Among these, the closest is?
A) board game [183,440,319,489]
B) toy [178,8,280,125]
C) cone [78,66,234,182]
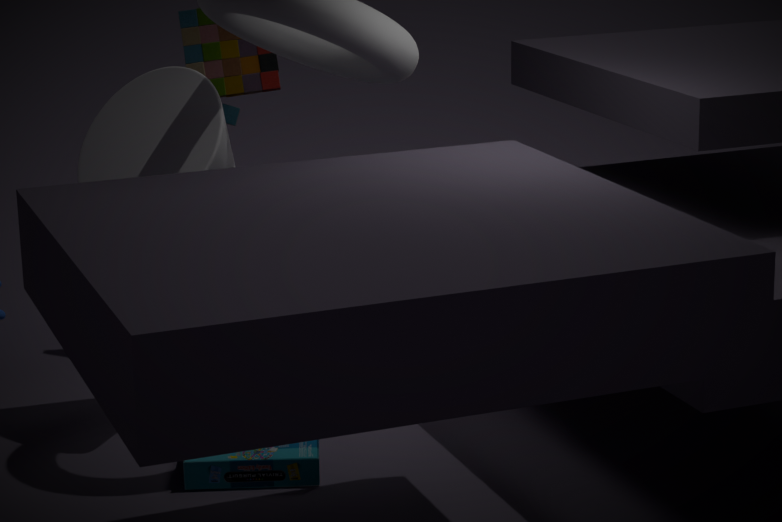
board game [183,440,319,489]
